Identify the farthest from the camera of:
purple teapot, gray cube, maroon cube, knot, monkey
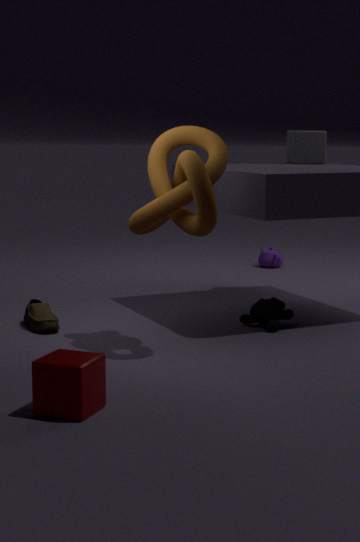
purple teapot
